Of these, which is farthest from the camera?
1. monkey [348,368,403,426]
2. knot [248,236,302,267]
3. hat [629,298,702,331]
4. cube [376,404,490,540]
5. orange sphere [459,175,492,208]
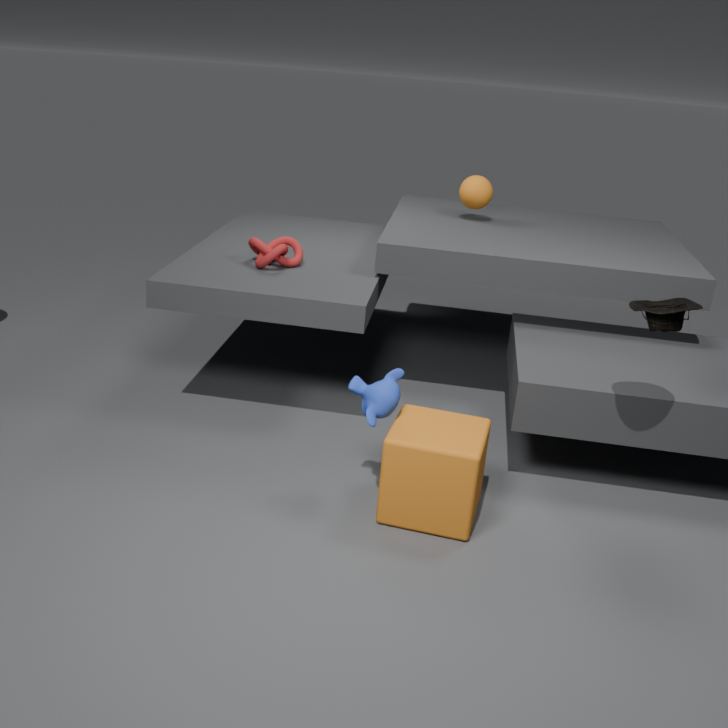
orange sphere [459,175,492,208]
